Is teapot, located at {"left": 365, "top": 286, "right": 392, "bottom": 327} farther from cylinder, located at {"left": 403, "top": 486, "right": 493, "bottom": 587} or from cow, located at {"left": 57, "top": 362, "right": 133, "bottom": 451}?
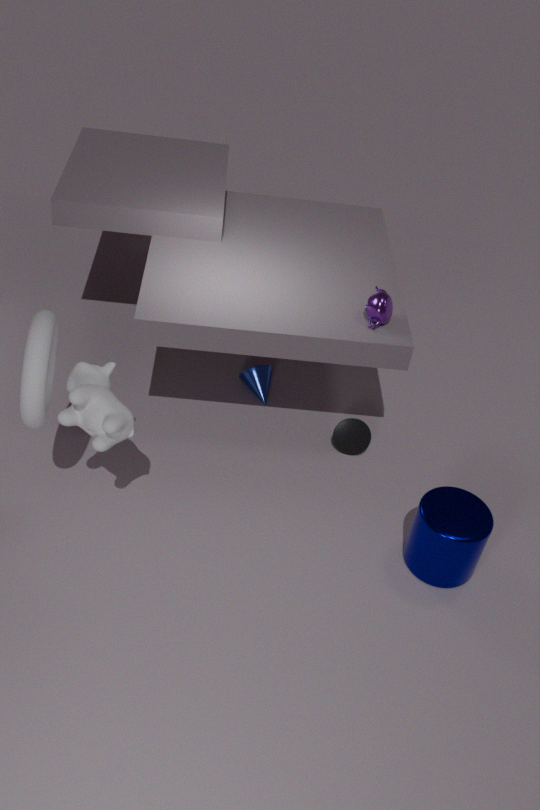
cow, located at {"left": 57, "top": 362, "right": 133, "bottom": 451}
